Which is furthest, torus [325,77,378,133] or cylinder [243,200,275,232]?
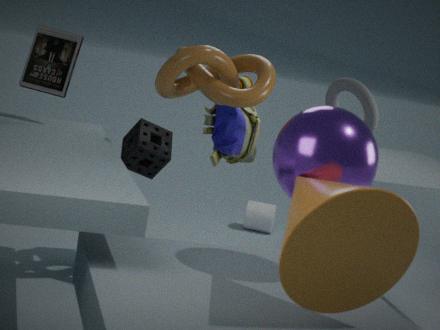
cylinder [243,200,275,232]
